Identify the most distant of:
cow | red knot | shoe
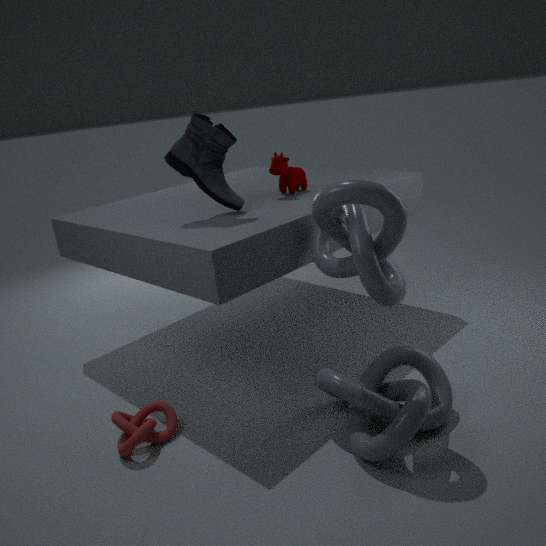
cow
